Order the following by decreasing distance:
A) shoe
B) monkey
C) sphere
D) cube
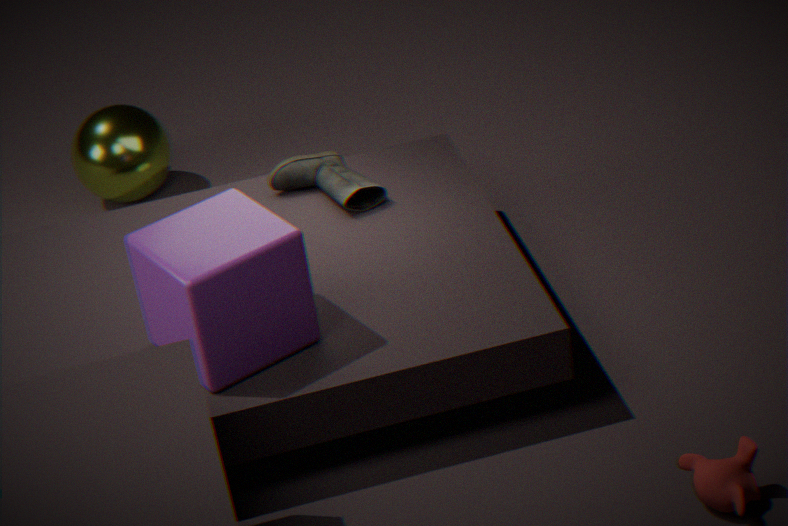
sphere, shoe, cube, monkey
